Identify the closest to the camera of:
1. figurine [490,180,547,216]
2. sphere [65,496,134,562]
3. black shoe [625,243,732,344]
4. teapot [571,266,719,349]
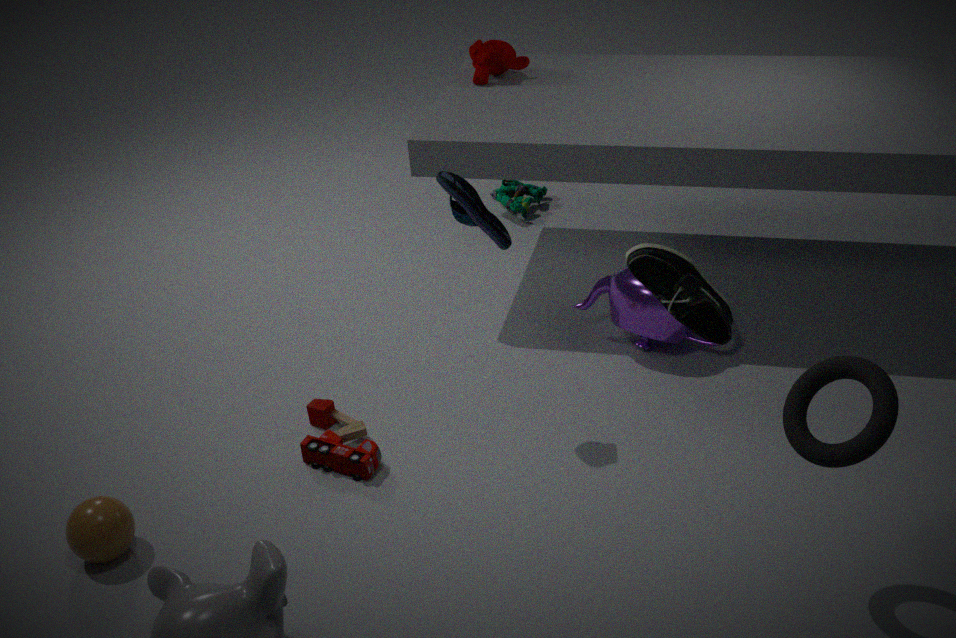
black shoe [625,243,732,344]
